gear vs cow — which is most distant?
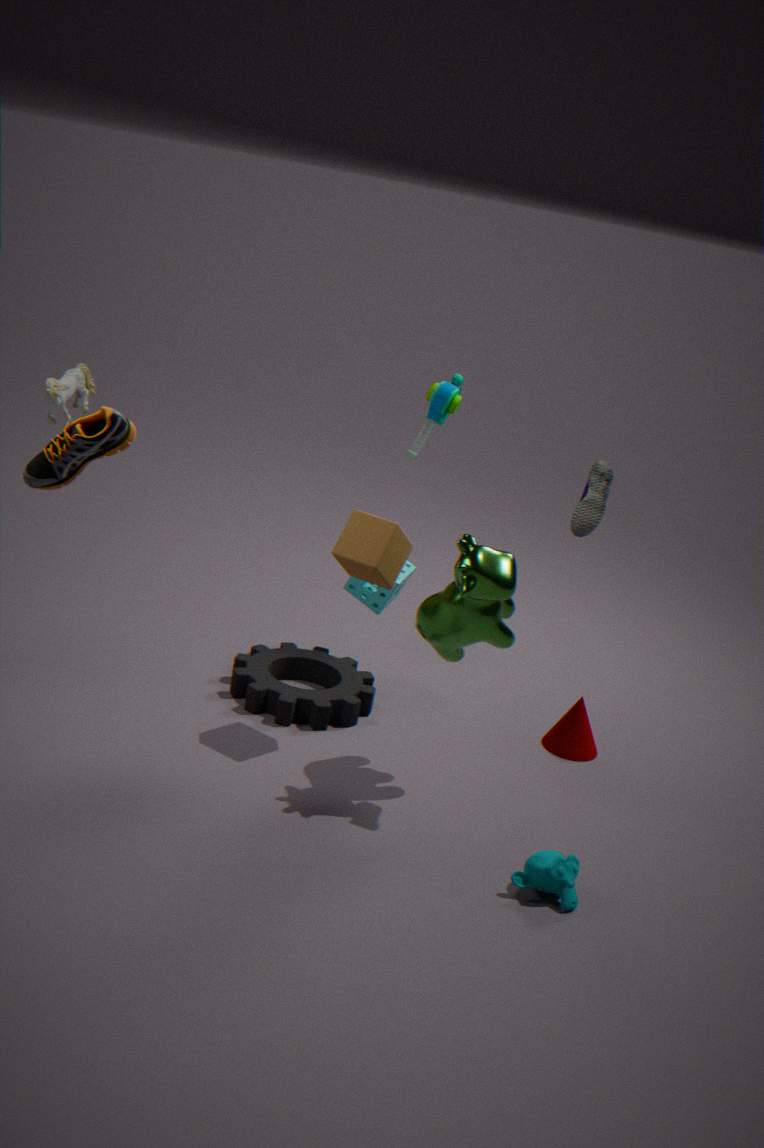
gear
